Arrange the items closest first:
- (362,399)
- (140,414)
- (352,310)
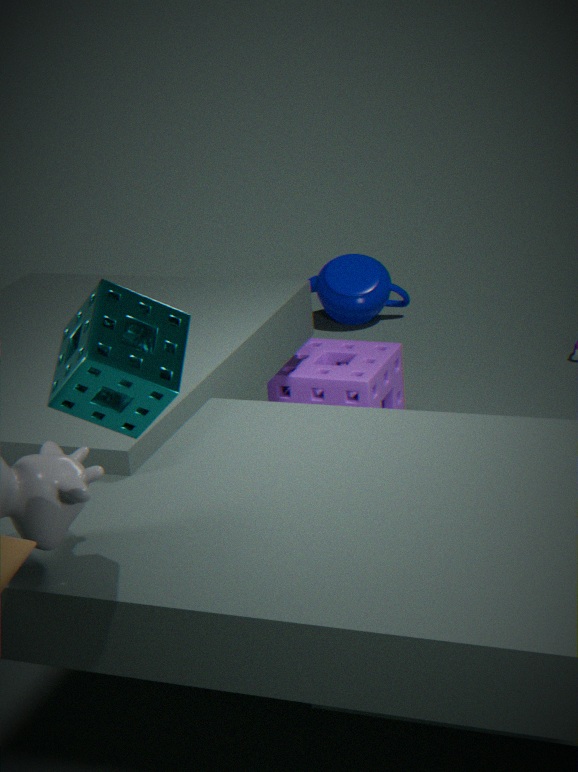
(140,414)
(362,399)
(352,310)
